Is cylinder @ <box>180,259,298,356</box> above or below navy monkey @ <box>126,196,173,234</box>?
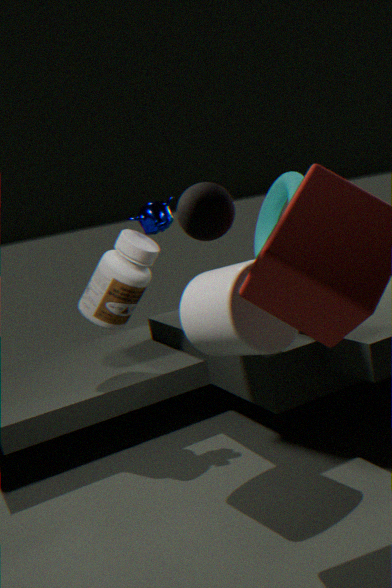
below
